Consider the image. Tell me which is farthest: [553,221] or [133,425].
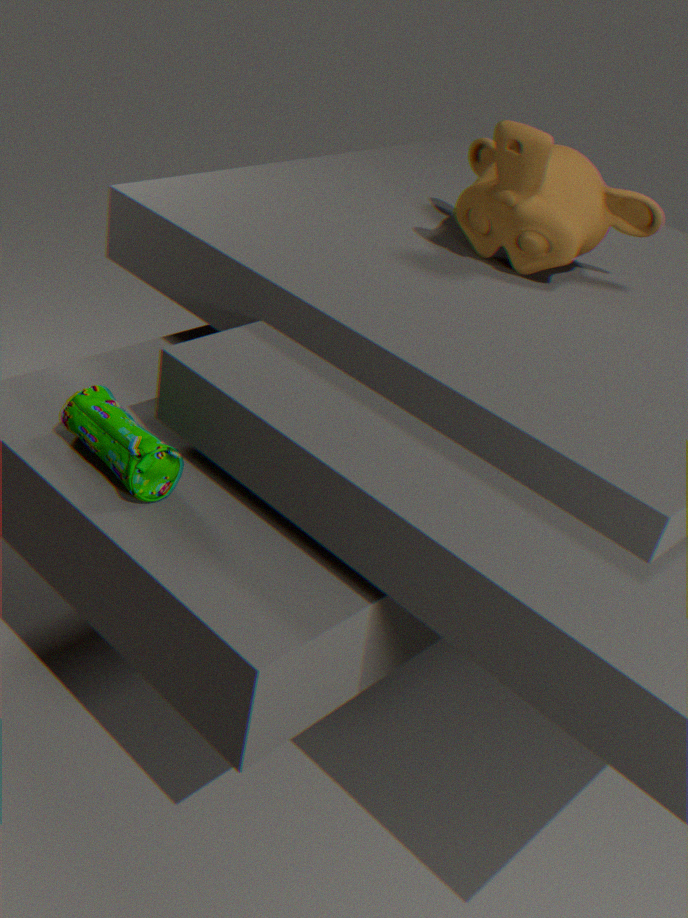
[553,221]
